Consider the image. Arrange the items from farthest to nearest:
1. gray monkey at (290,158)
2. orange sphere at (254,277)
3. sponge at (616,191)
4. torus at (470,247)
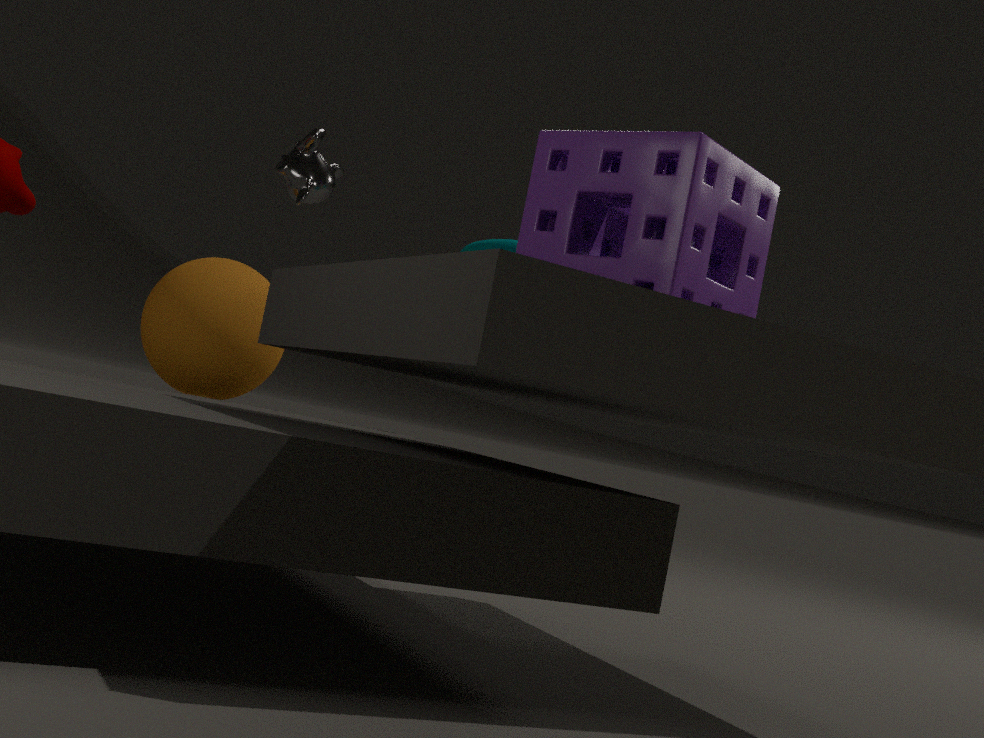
gray monkey at (290,158)
torus at (470,247)
orange sphere at (254,277)
sponge at (616,191)
